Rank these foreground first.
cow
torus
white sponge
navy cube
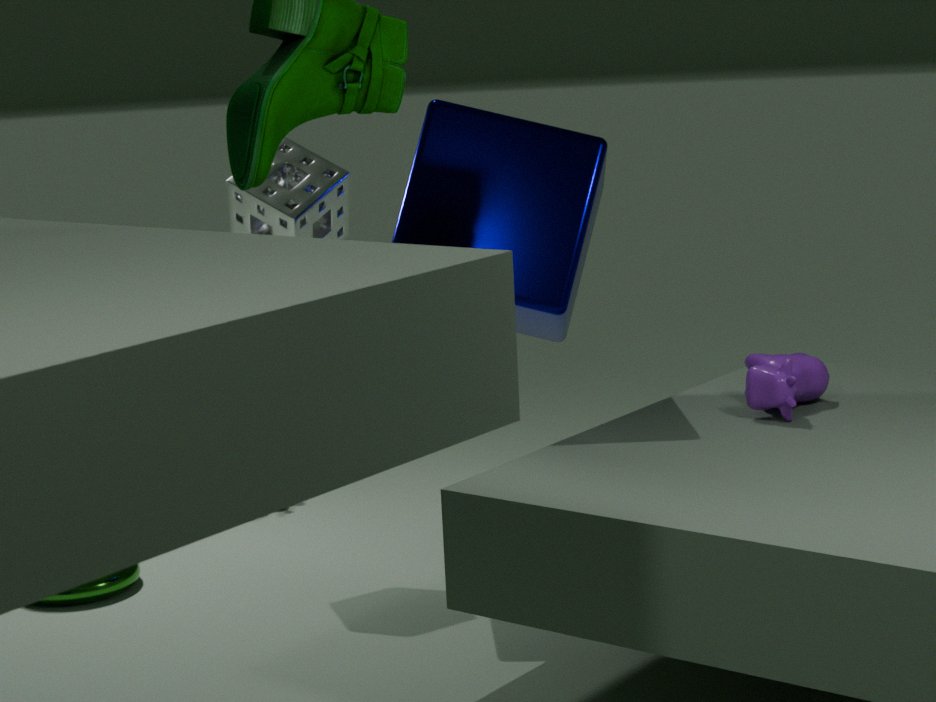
cow, navy cube, white sponge, torus
